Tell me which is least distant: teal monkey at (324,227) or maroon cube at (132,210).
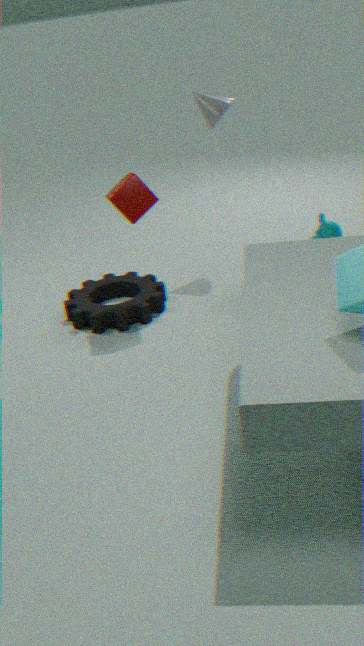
maroon cube at (132,210)
